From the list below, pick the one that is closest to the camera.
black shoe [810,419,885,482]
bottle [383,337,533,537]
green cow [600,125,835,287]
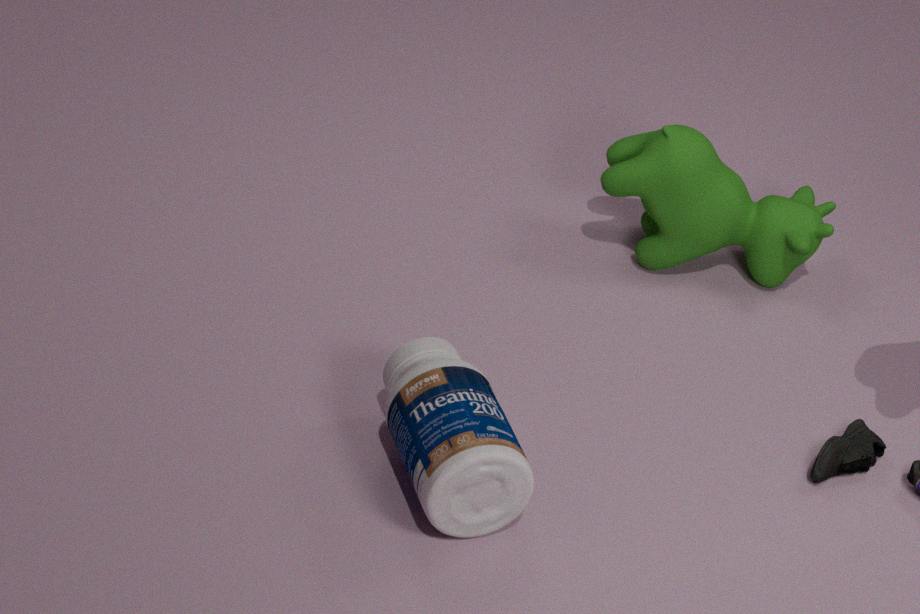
bottle [383,337,533,537]
